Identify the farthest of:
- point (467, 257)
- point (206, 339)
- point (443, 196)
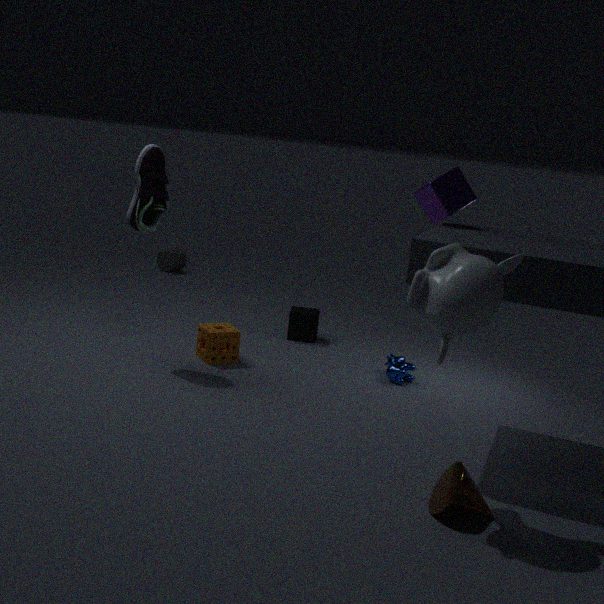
point (206, 339)
